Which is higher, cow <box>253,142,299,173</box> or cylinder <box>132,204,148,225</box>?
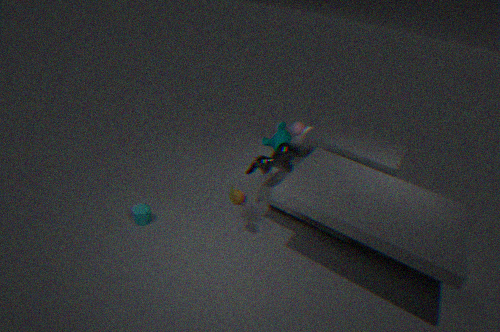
cow <box>253,142,299,173</box>
